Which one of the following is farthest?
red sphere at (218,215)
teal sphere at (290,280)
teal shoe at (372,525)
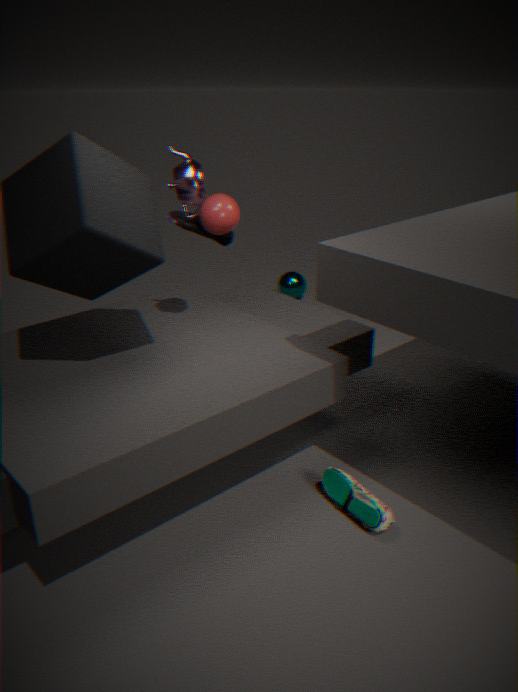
teal sphere at (290,280)
